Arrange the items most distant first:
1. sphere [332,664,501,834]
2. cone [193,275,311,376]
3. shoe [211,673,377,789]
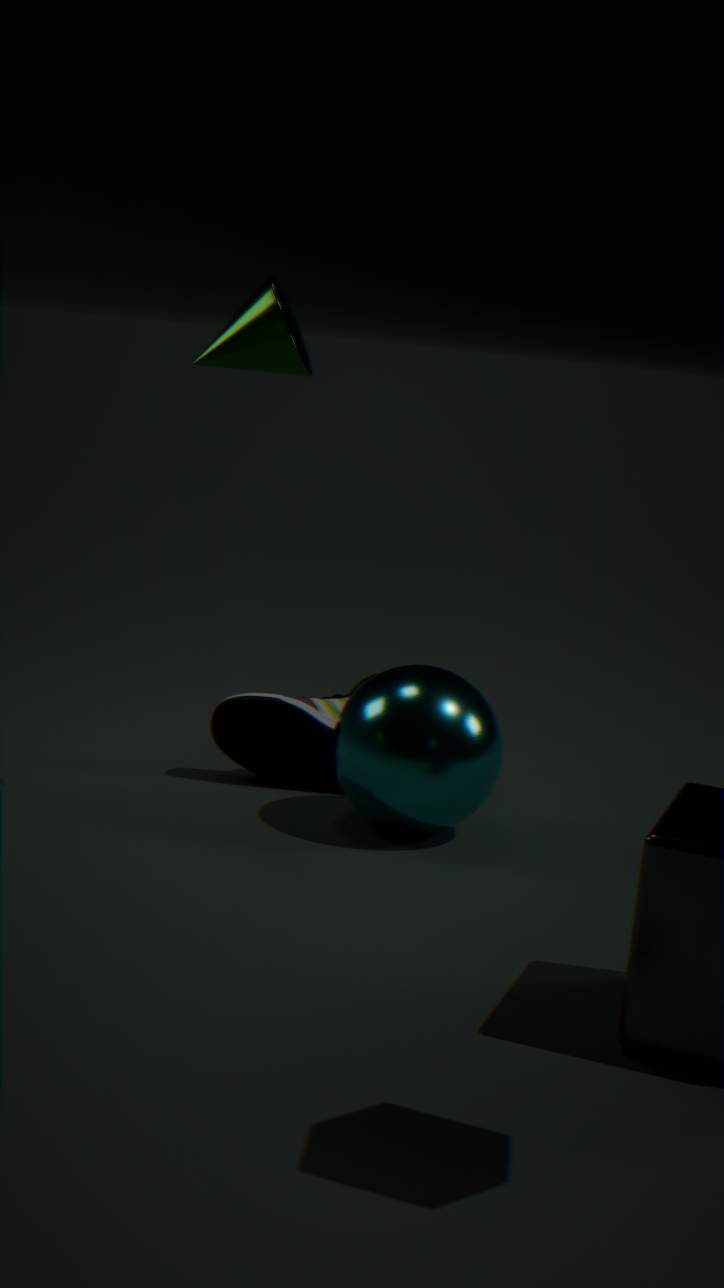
1. shoe [211,673,377,789]
2. sphere [332,664,501,834]
3. cone [193,275,311,376]
